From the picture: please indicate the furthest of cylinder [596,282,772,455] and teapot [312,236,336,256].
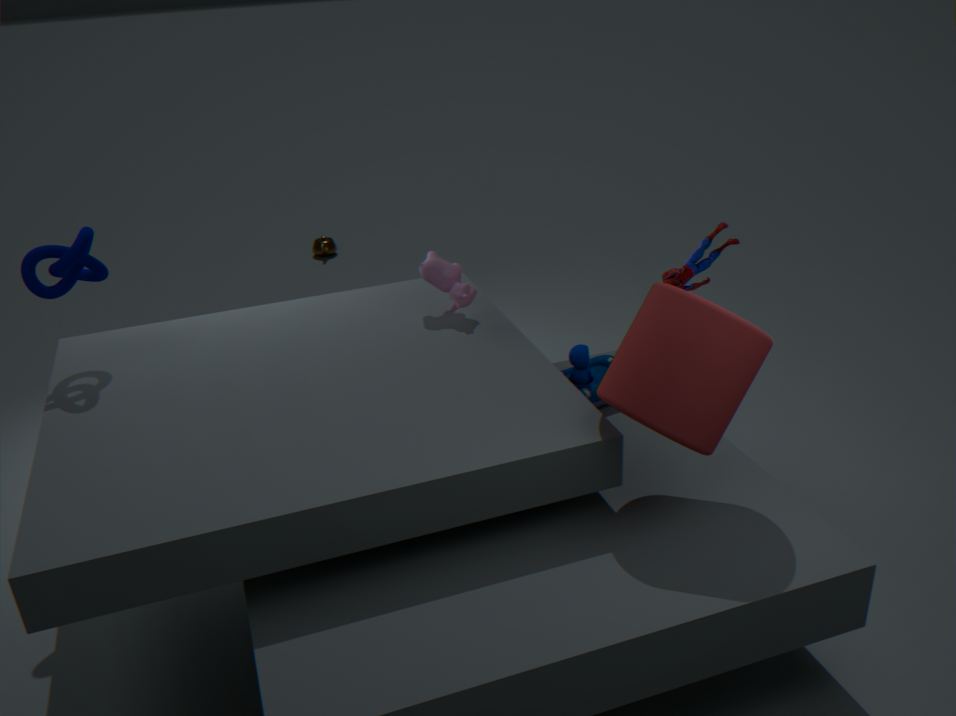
teapot [312,236,336,256]
